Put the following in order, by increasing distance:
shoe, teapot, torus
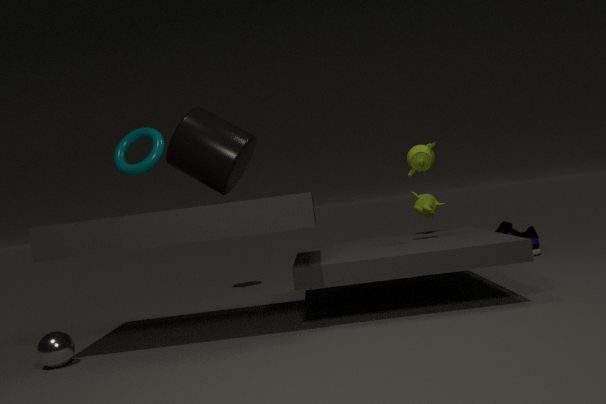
torus
teapot
shoe
